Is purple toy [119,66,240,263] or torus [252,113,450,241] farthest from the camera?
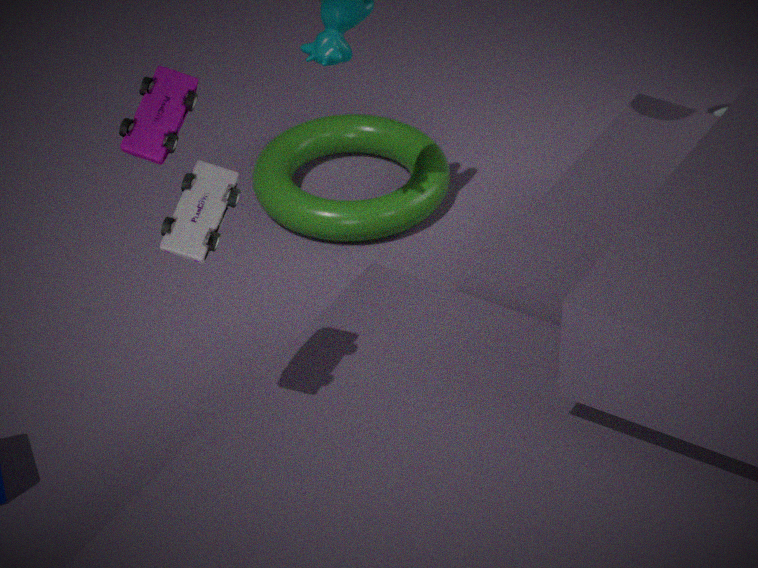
torus [252,113,450,241]
